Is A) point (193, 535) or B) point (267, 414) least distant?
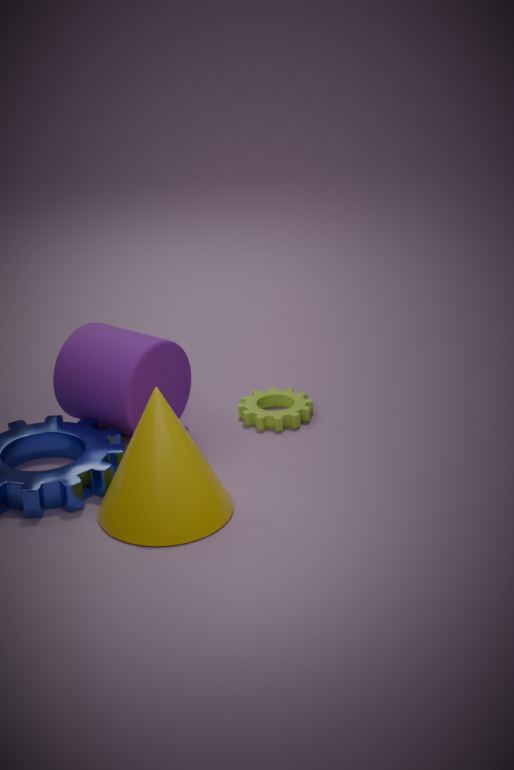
A. point (193, 535)
